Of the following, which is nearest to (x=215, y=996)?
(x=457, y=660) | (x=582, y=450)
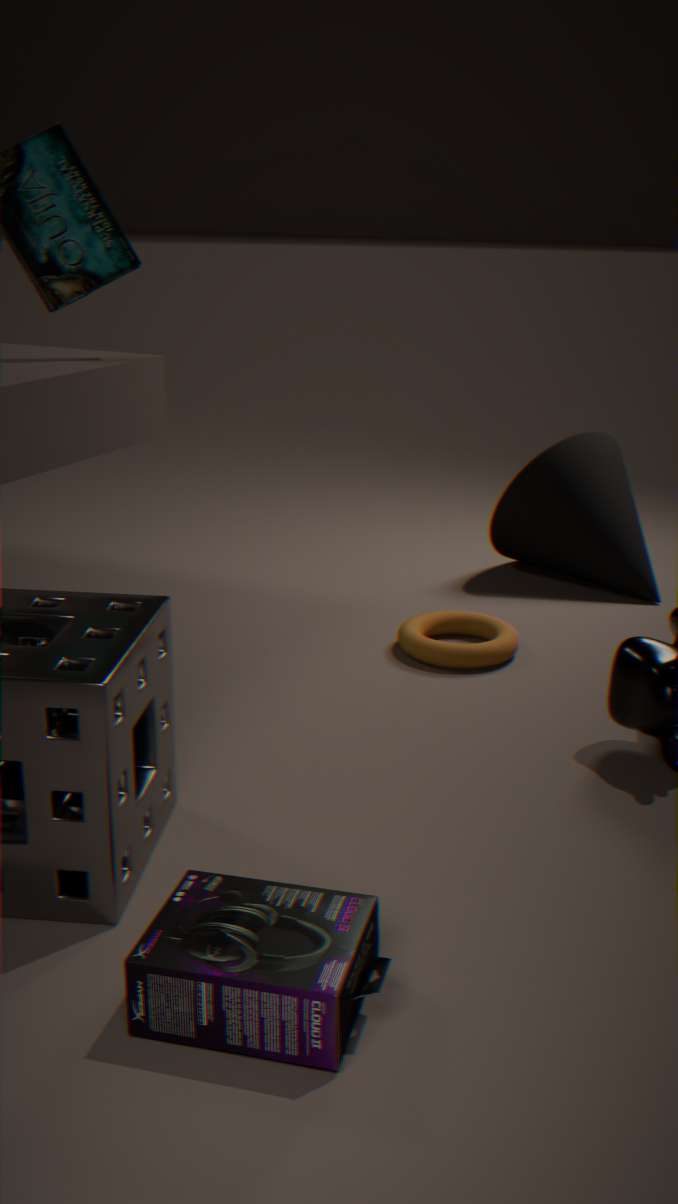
(x=457, y=660)
